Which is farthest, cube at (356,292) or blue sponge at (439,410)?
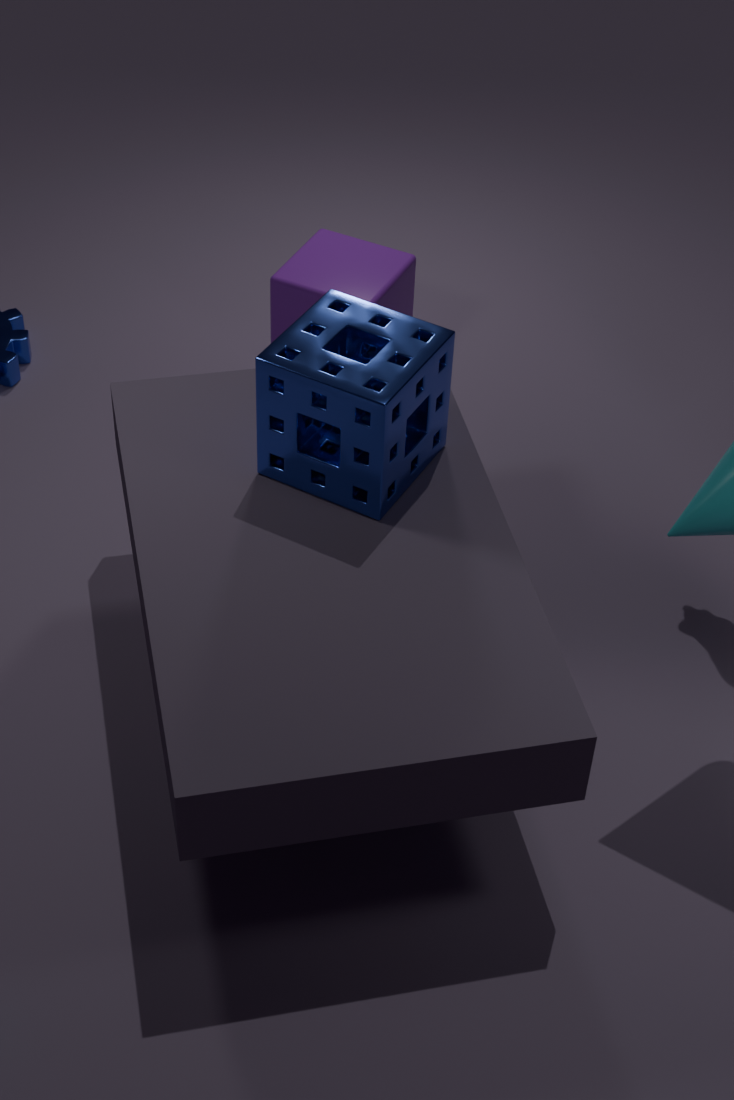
cube at (356,292)
